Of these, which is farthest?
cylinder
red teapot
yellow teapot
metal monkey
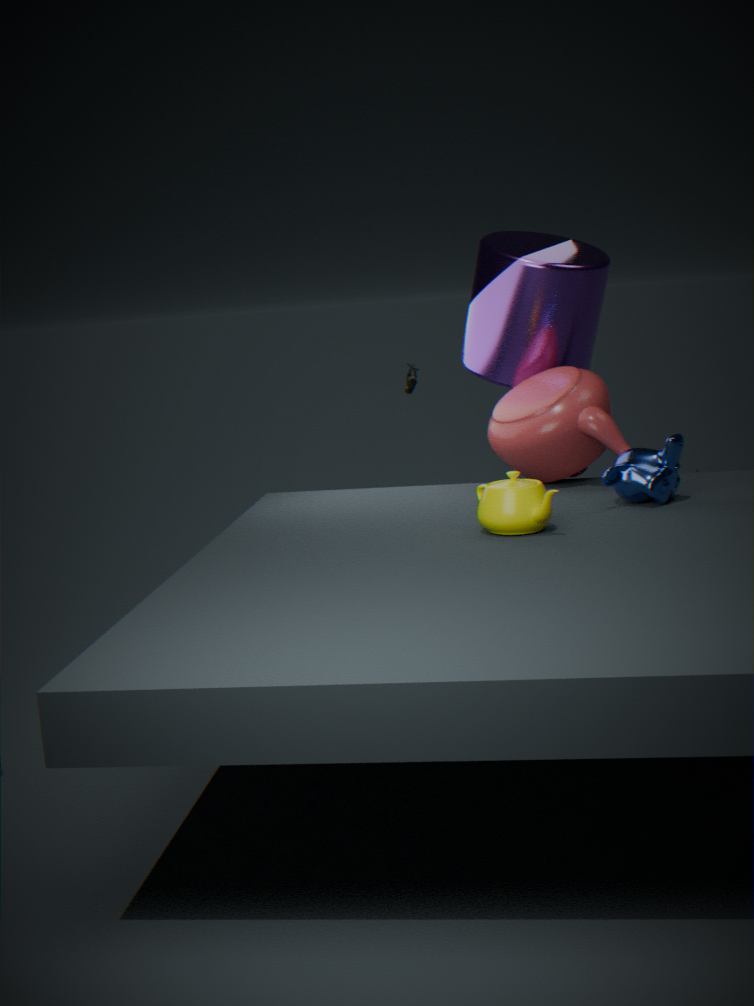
cylinder
